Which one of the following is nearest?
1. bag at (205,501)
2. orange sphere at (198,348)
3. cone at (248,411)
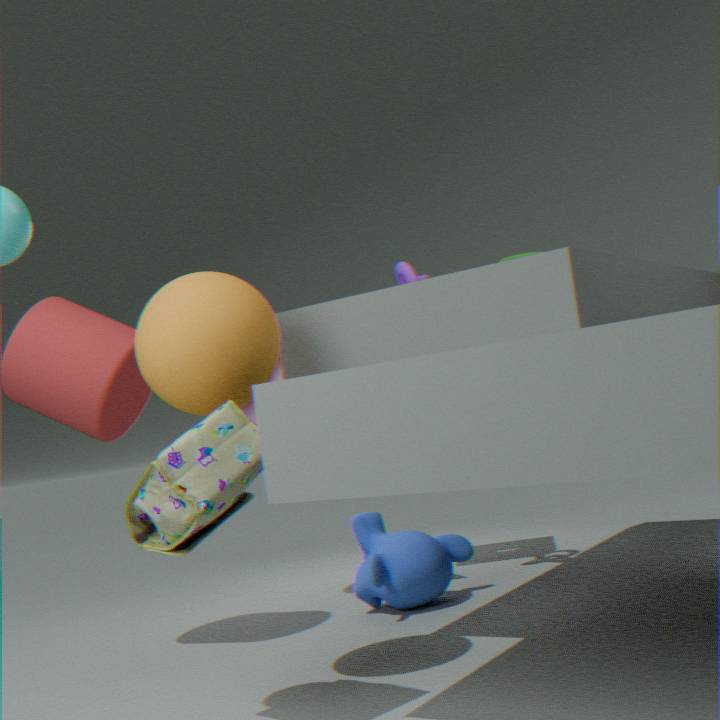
bag at (205,501)
